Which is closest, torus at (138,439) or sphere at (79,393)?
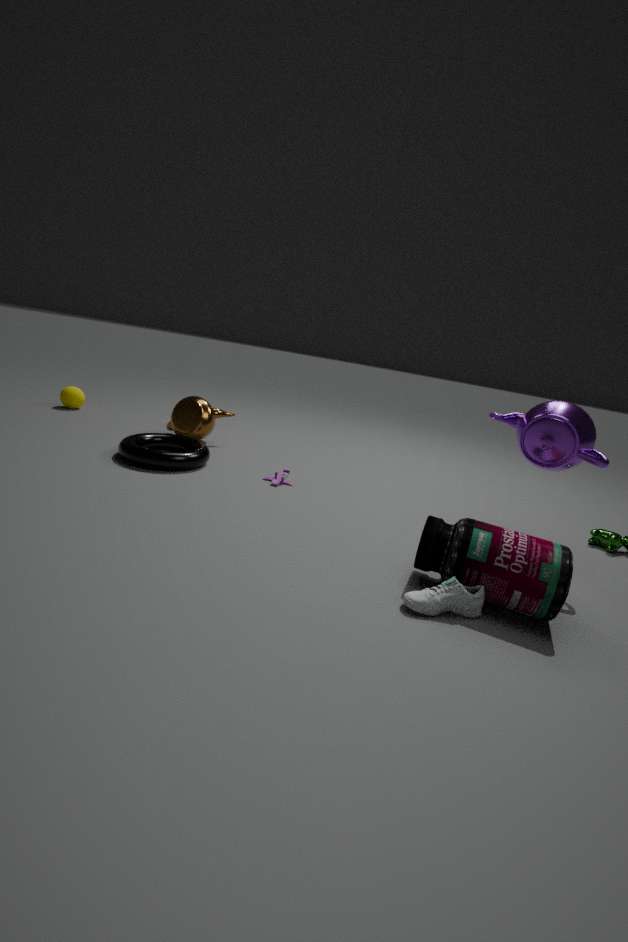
torus at (138,439)
